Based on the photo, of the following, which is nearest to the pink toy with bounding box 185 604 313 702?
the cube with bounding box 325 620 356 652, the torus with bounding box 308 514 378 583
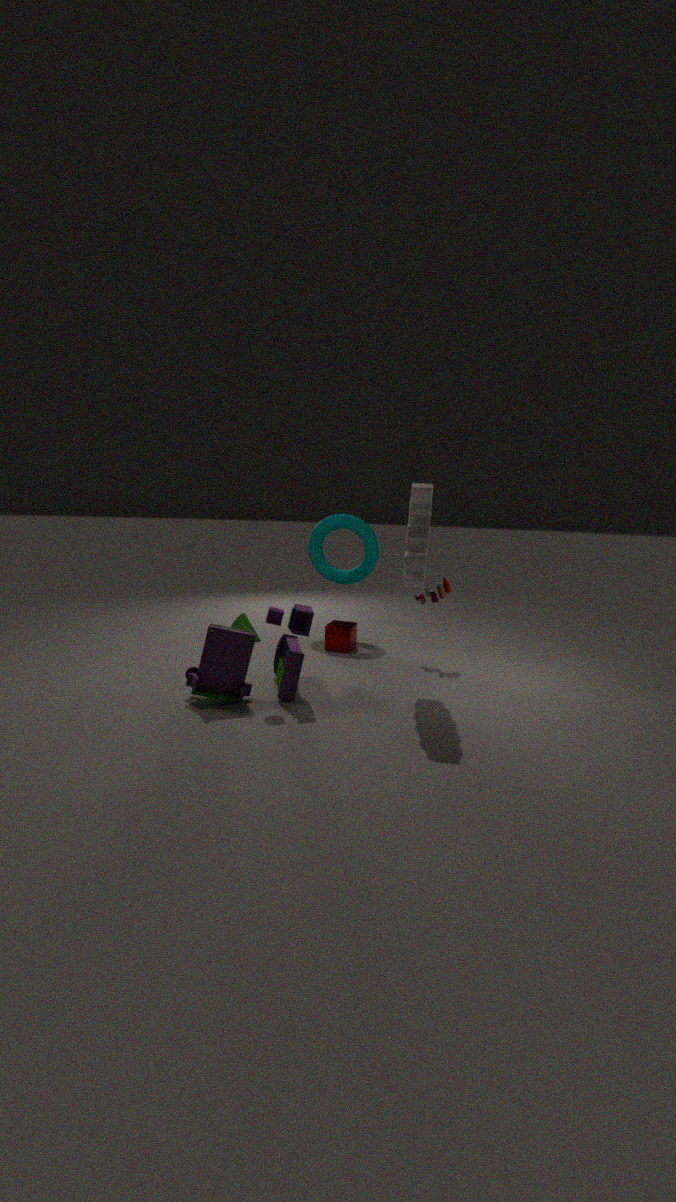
the cube with bounding box 325 620 356 652
